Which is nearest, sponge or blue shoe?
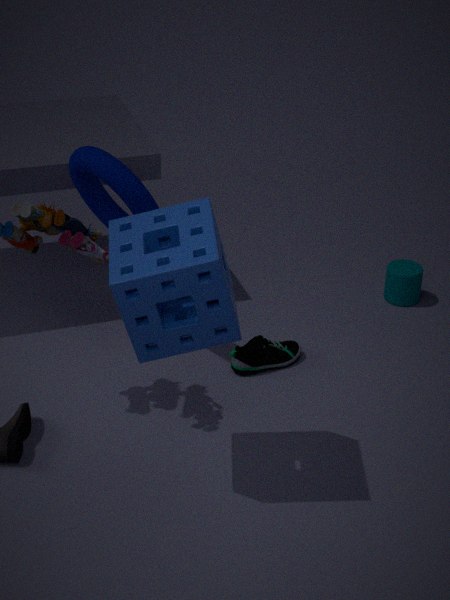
sponge
